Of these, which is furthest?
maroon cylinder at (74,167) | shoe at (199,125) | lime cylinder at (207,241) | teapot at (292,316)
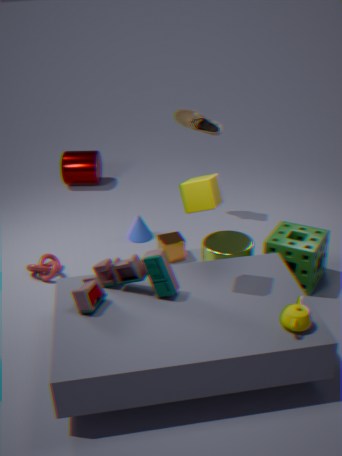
maroon cylinder at (74,167)
